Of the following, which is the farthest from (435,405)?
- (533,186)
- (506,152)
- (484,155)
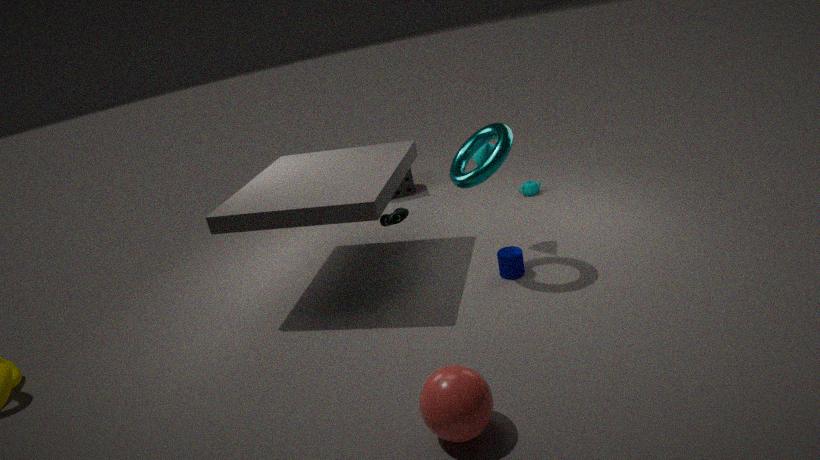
(533,186)
